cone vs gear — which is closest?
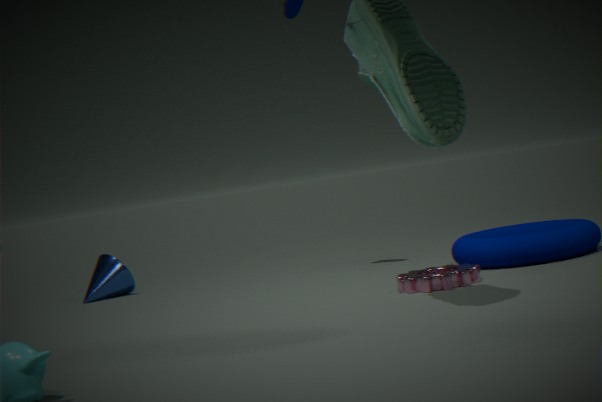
gear
